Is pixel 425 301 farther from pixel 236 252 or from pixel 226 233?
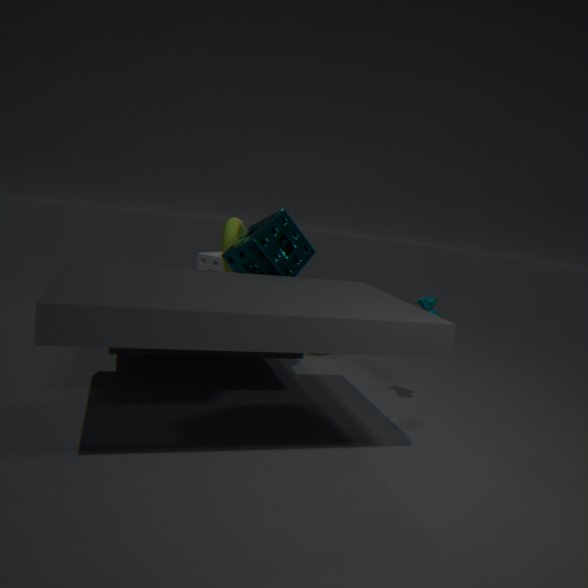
pixel 226 233
